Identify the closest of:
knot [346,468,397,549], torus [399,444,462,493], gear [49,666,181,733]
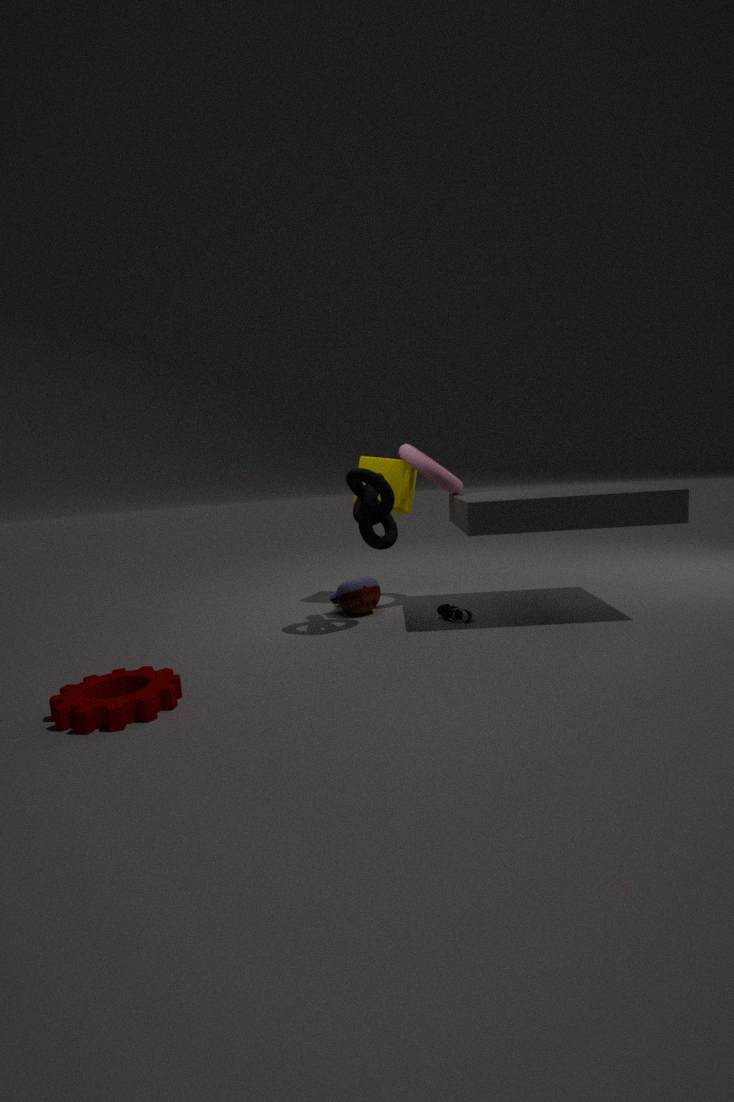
gear [49,666,181,733]
